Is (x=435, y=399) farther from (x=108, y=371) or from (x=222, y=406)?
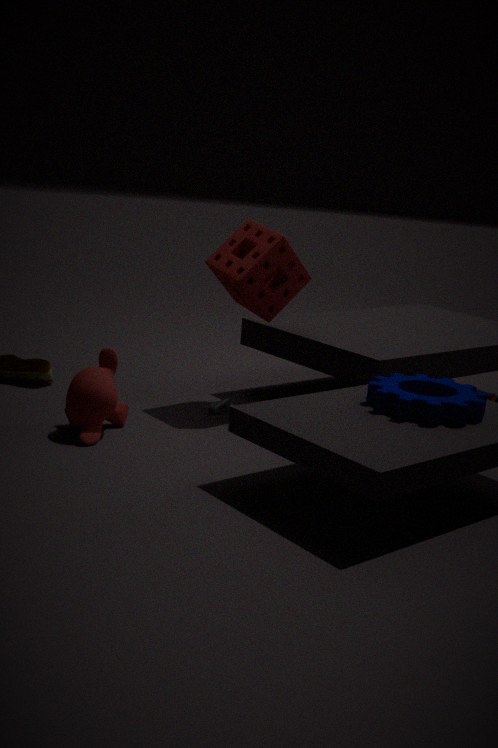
(x=108, y=371)
